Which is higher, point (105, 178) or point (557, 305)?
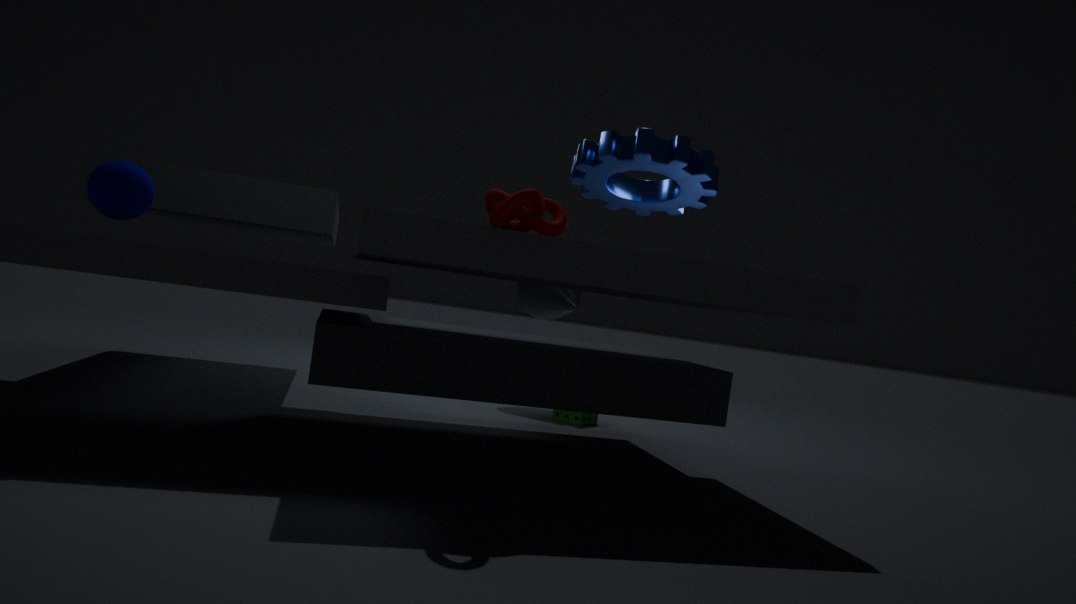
point (105, 178)
